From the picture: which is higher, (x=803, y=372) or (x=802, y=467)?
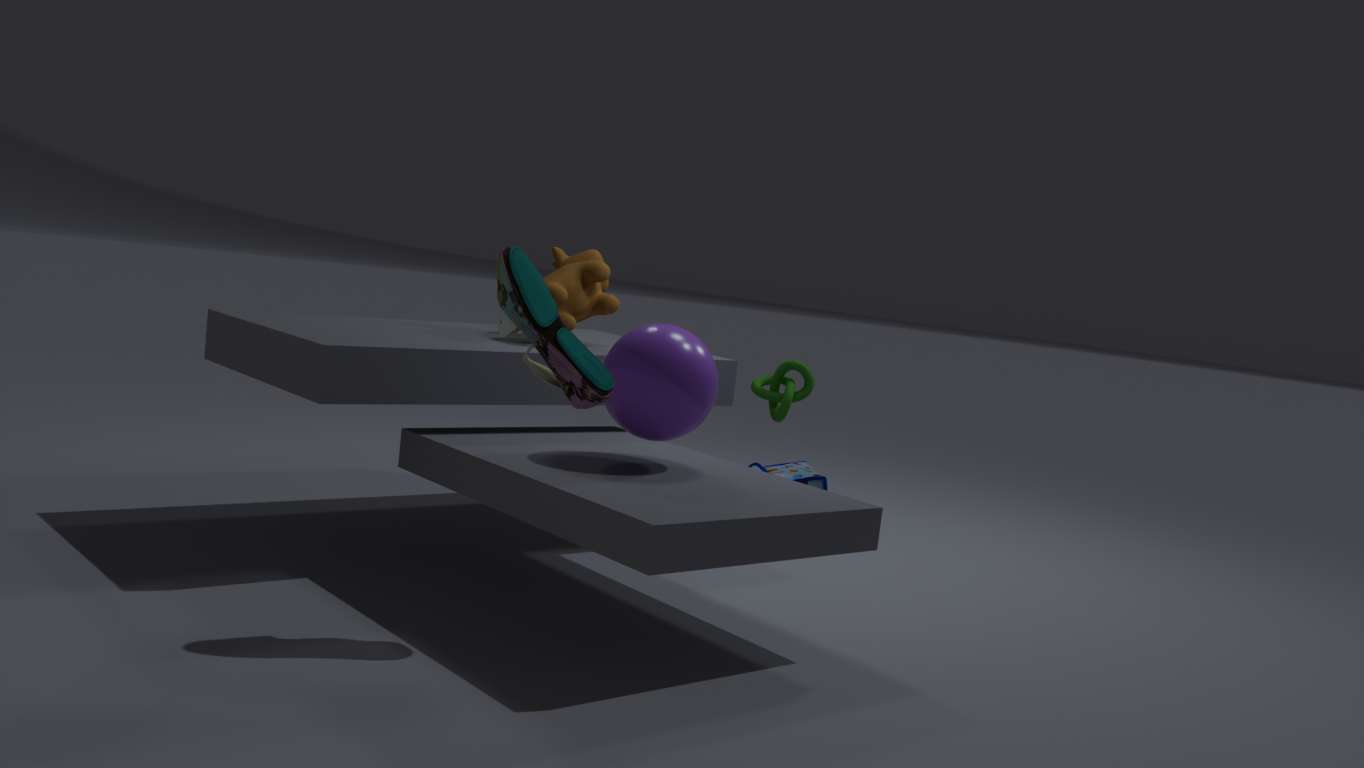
(x=803, y=372)
